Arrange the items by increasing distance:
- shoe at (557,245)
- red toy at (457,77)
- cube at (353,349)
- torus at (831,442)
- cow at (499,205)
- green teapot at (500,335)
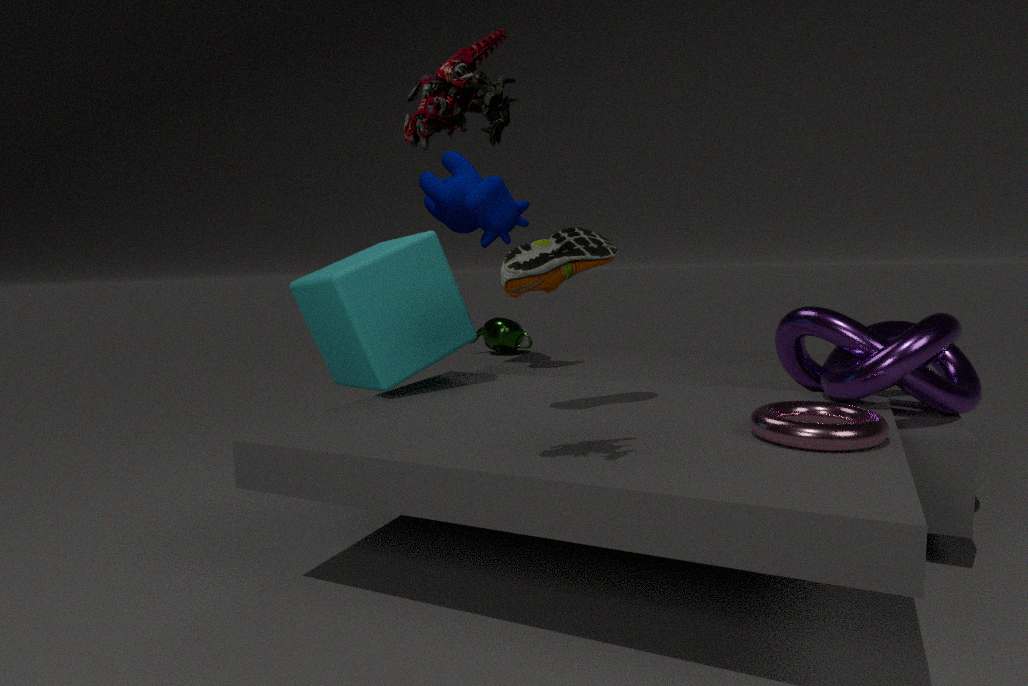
red toy at (457,77)
torus at (831,442)
shoe at (557,245)
cube at (353,349)
cow at (499,205)
green teapot at (500,335)
